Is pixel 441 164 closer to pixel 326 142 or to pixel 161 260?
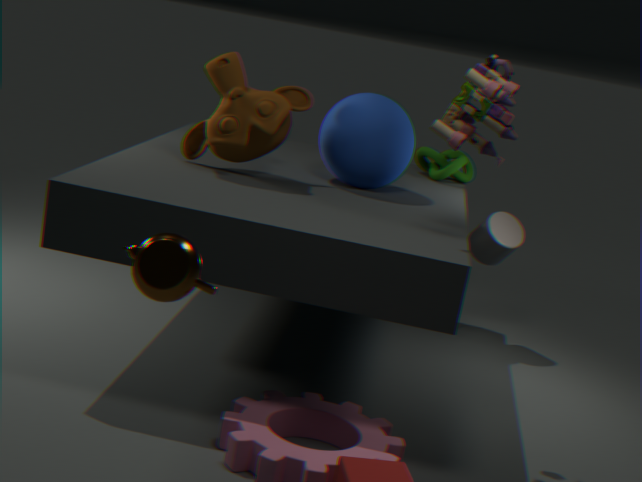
pixel 326 142
